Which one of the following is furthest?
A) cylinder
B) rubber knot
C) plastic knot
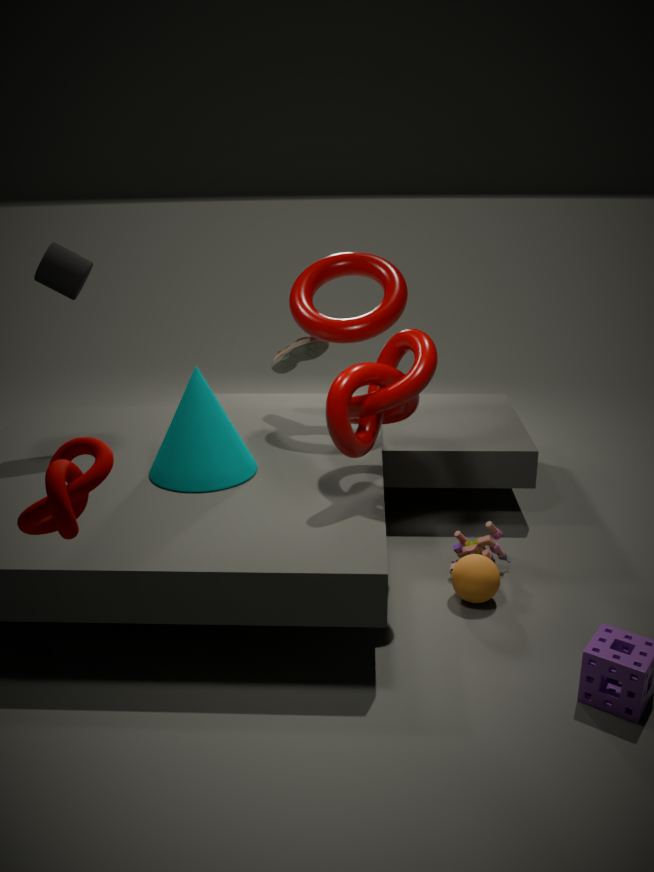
cylinder
